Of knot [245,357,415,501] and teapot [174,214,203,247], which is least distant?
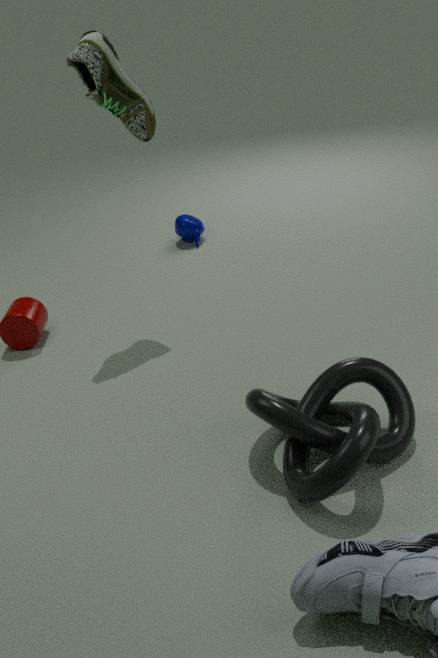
knot [245,357,415,501]
